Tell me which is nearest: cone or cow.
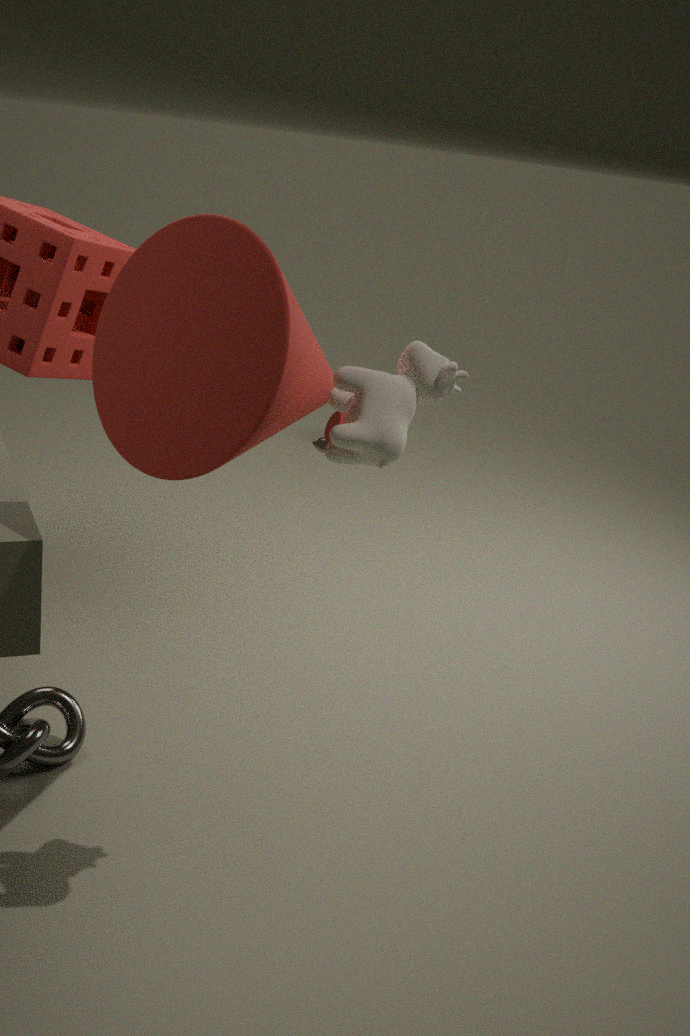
cone
